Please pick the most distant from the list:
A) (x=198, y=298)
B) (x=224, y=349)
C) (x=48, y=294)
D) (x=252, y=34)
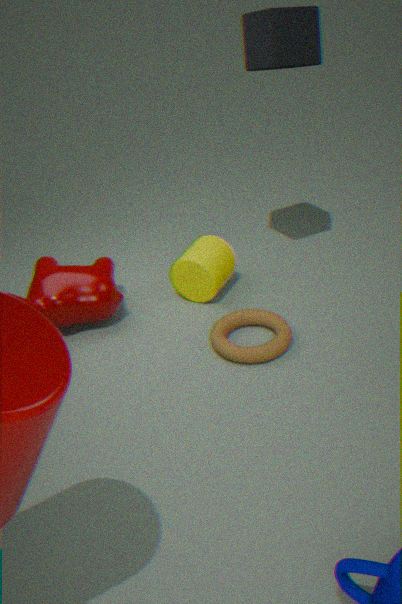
(x=198, y=298)
